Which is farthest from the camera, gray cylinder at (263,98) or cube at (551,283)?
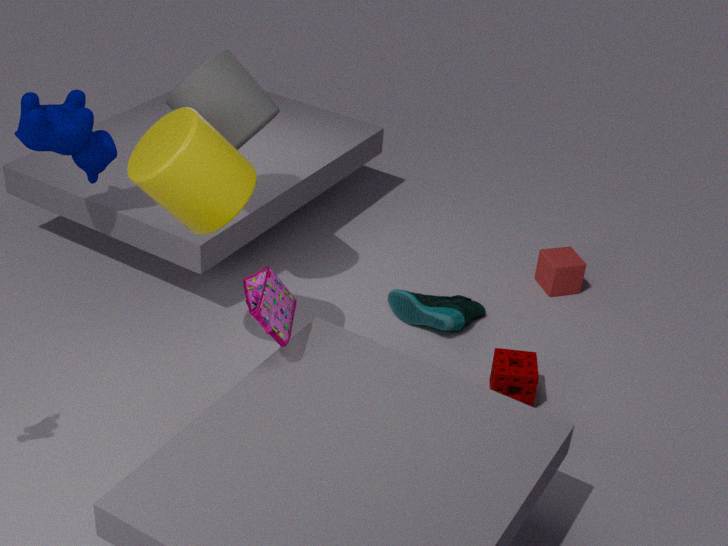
cube at (551,283)
